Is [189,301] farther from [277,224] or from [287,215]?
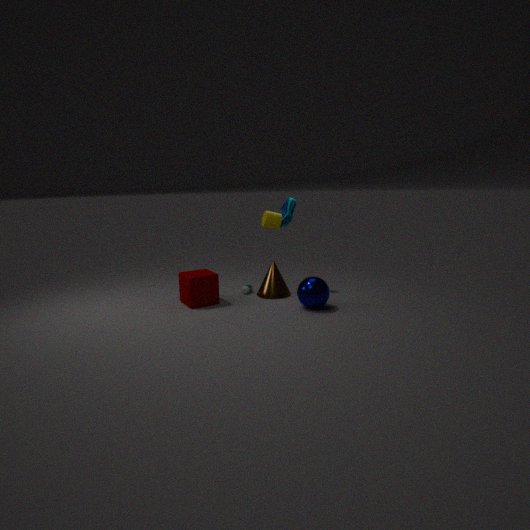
[287,215]
